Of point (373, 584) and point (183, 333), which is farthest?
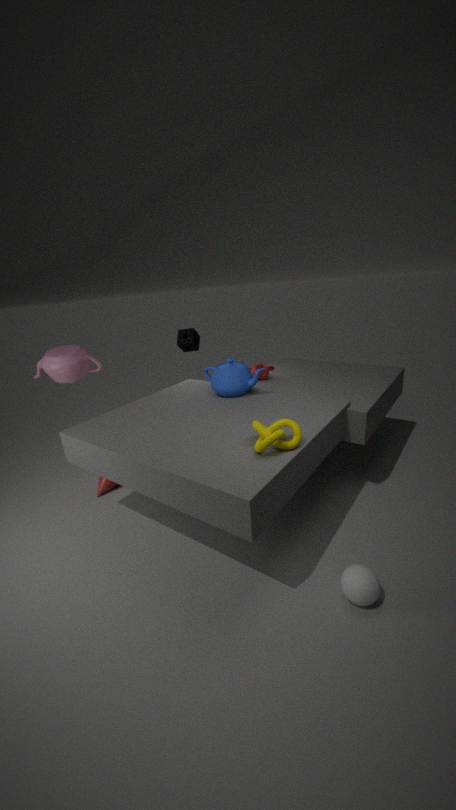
point (183, 333)
